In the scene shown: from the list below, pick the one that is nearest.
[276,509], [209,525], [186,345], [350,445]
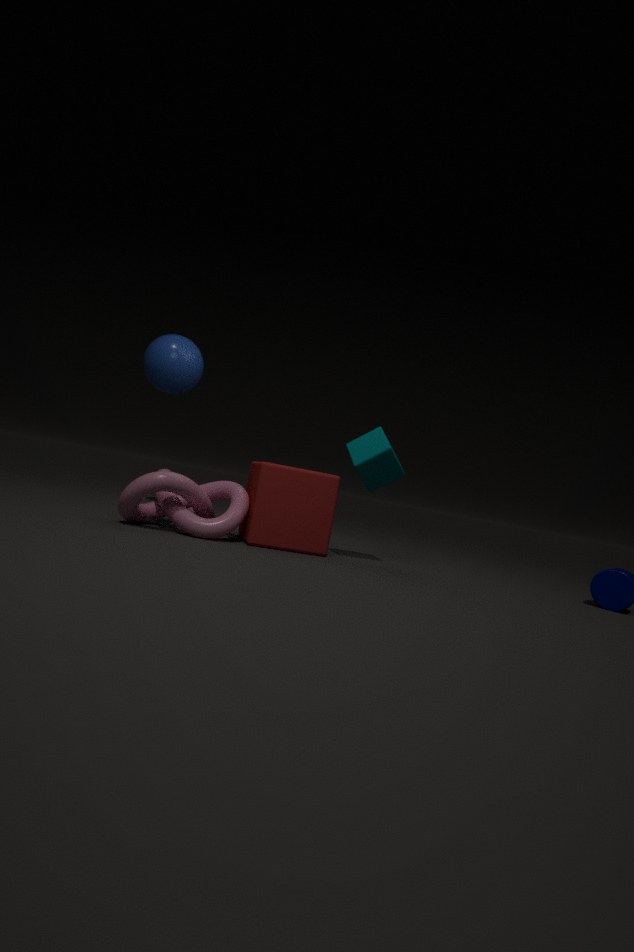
[209,525]
